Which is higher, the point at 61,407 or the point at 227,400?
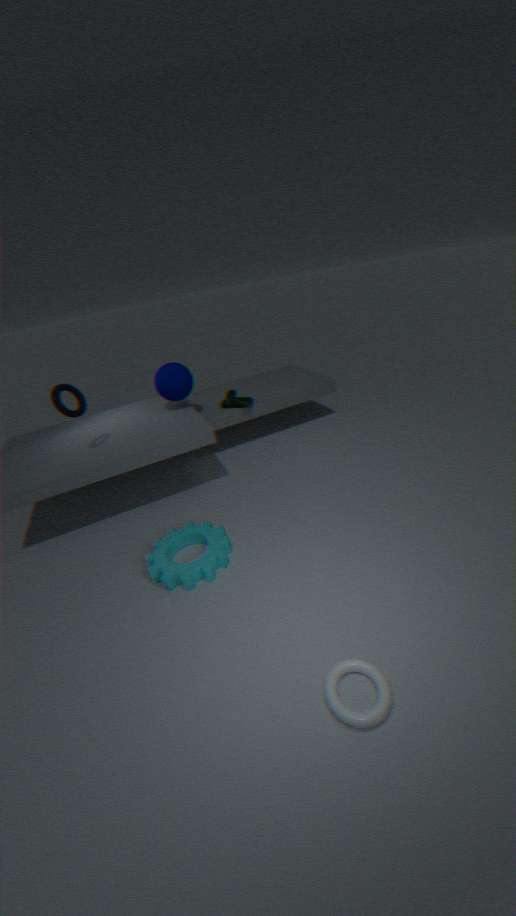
the point at 61,407
